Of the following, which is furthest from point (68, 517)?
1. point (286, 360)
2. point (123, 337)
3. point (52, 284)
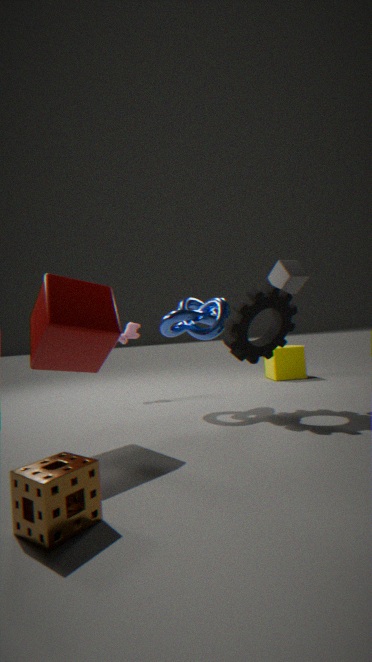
point (286, 360)
